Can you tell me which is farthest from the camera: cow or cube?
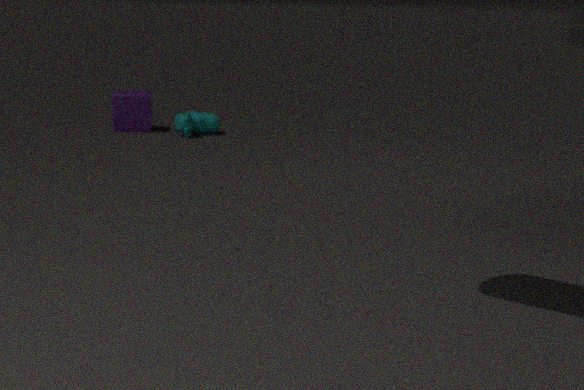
cube
